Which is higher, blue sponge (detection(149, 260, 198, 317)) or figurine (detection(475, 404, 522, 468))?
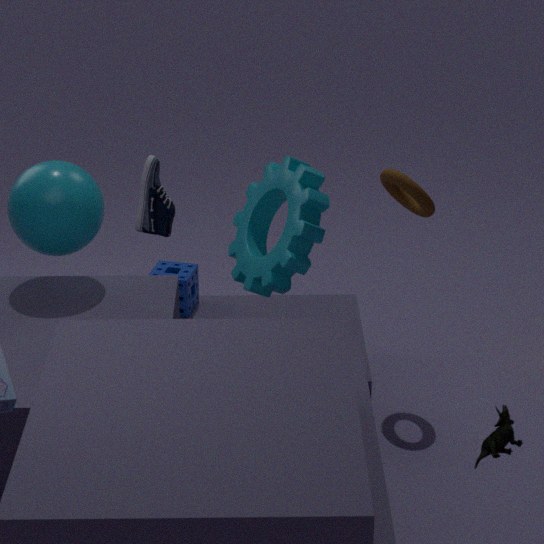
figurine (detection(475, 404, 522, 468))
